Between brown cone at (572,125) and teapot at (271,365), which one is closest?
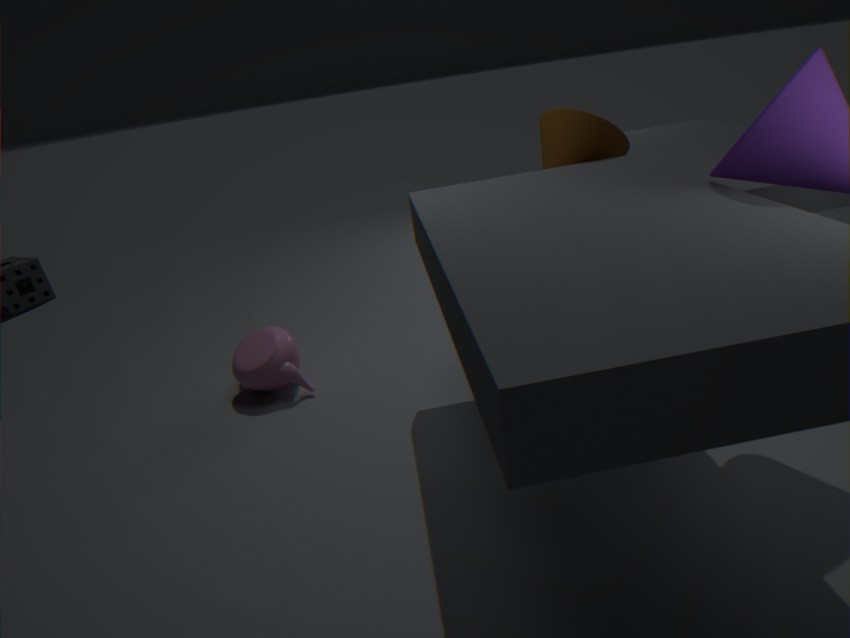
brown cone at (572,125)
